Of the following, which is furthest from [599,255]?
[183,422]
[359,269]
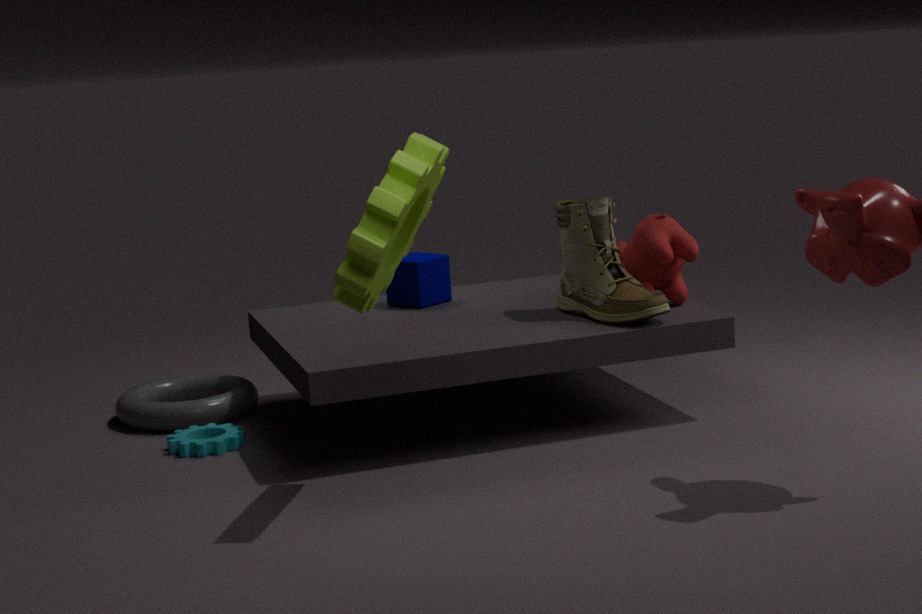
[183,422]
